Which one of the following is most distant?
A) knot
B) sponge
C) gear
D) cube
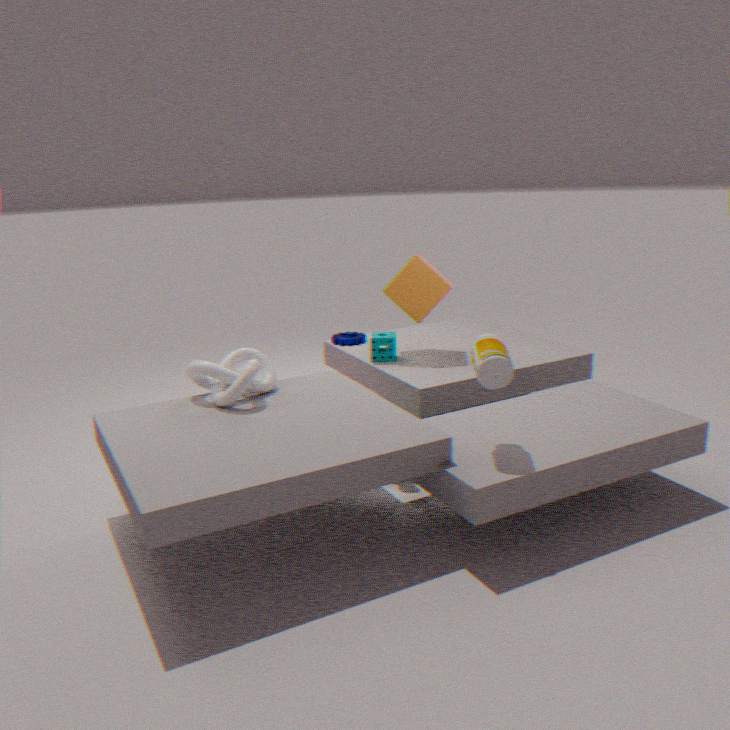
gear
